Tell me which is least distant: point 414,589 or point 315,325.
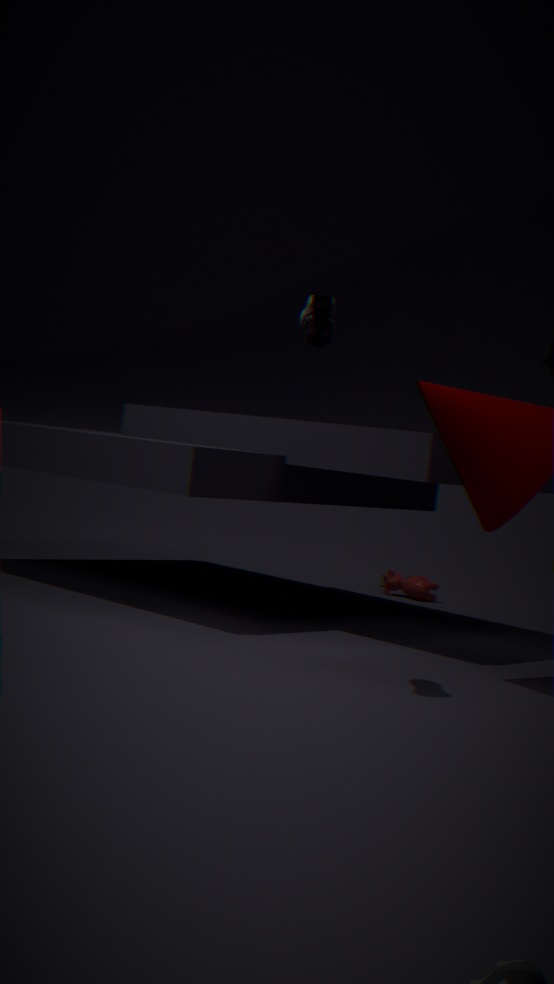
point 315,325
